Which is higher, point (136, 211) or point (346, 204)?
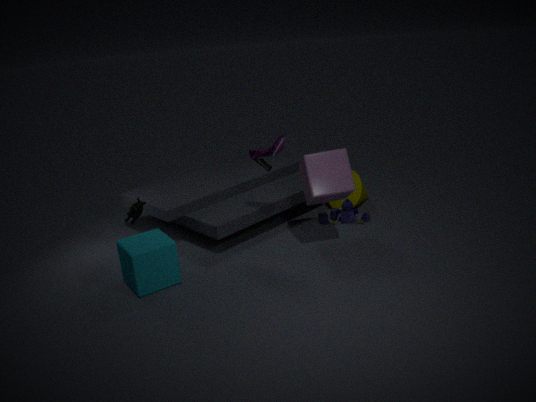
point (136, 211)
